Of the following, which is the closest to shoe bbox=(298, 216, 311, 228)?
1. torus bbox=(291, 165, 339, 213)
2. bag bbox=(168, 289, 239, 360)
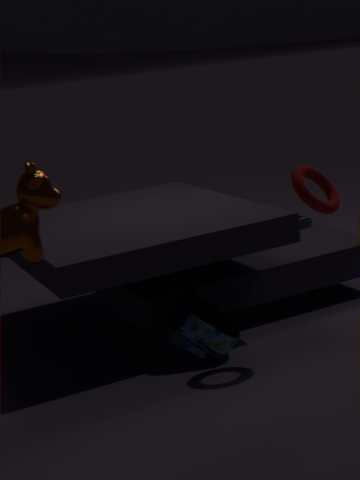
bag bbox=(168, 289, 239, 360)
